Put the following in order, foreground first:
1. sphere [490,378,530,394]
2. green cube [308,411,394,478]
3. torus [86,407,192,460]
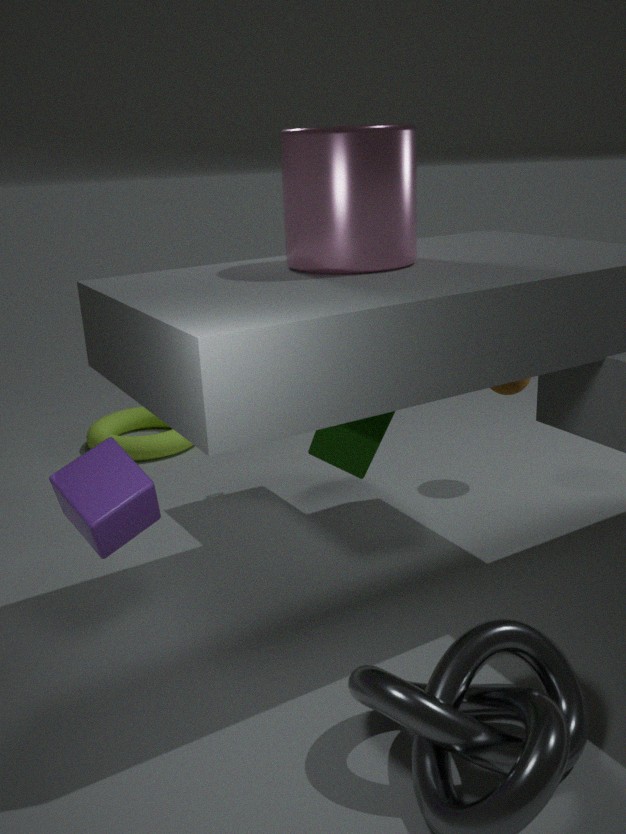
green cube [308,411,394,478], sphere [490,378,530,394], torus [86,407,192,460]
